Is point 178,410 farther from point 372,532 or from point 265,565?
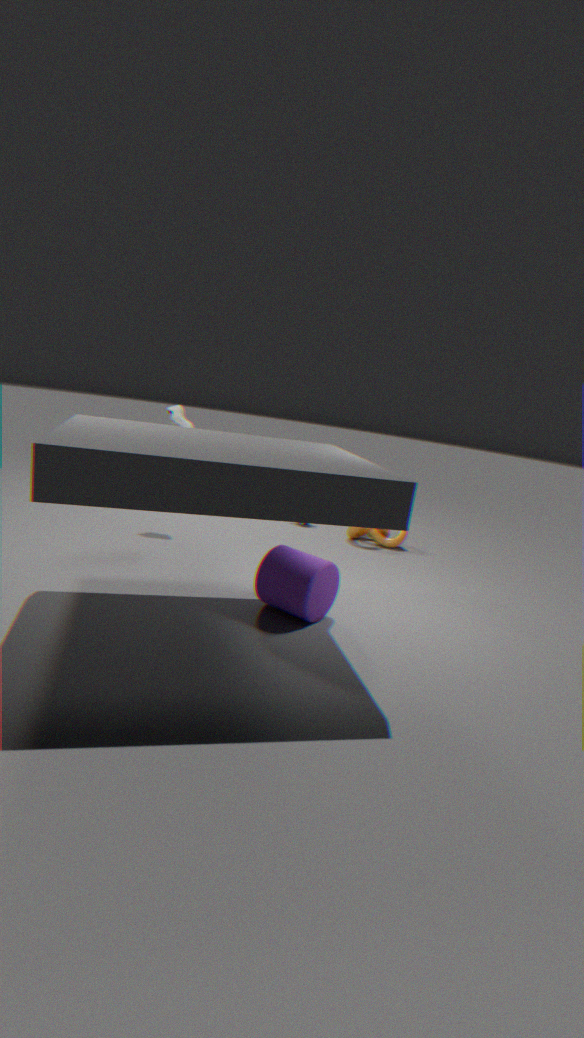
point 265,565
